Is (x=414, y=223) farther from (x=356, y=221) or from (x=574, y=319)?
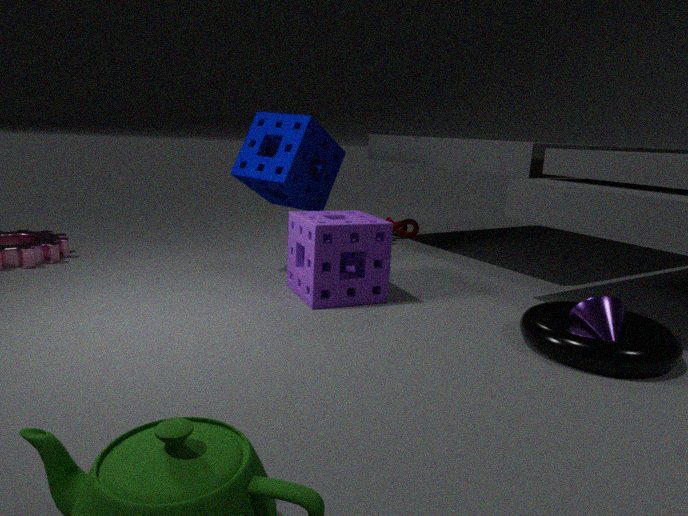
(x=574, y=319)
